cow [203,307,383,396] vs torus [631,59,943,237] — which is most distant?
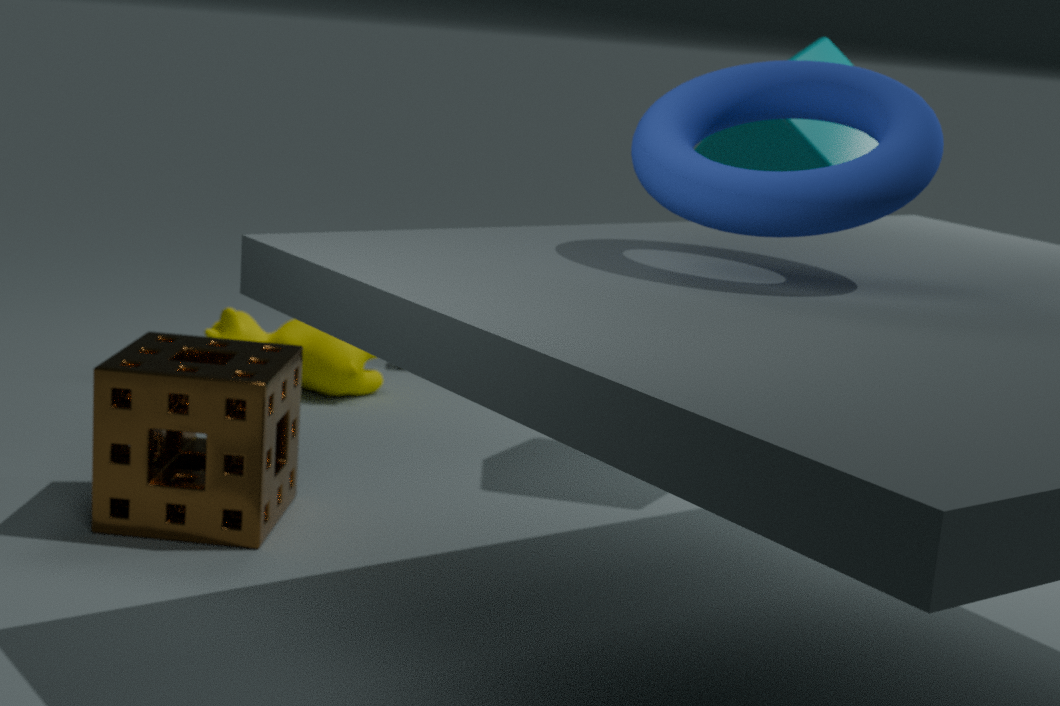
cow [203,307,383,396]
